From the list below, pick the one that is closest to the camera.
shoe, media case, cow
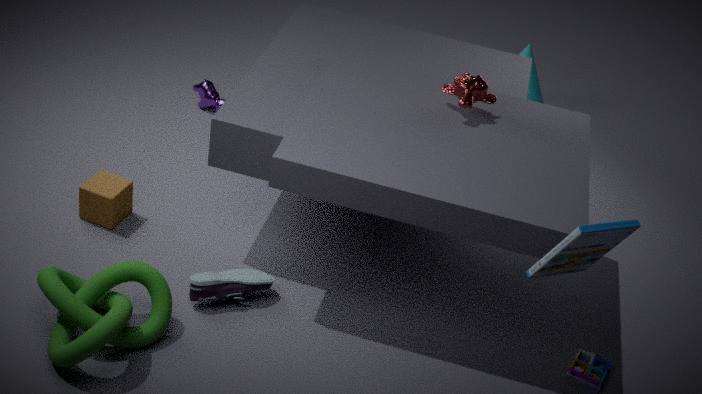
media case
